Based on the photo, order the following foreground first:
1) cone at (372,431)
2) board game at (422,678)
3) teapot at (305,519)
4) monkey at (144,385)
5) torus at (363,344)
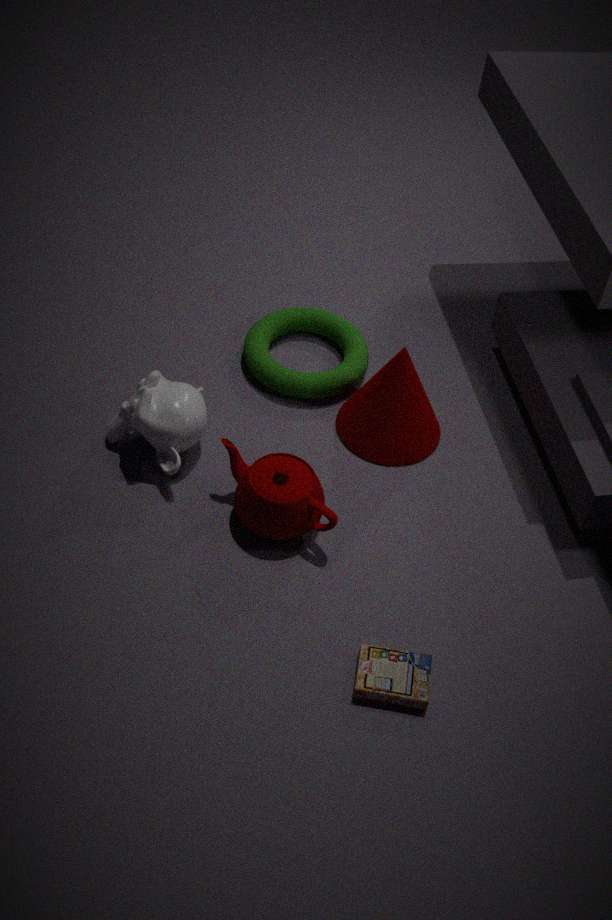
2. board game at (422,678)
3. teapot at (305,519)
4. monkey at (144,385)
1. cone at (372,431)
5. torus at (363,344)
